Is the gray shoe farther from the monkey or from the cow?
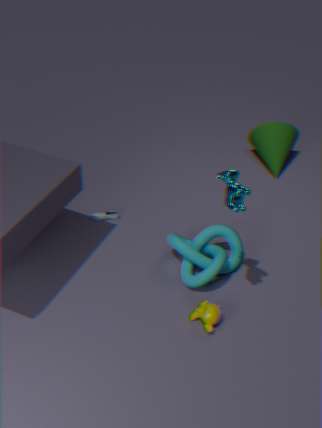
the cow
